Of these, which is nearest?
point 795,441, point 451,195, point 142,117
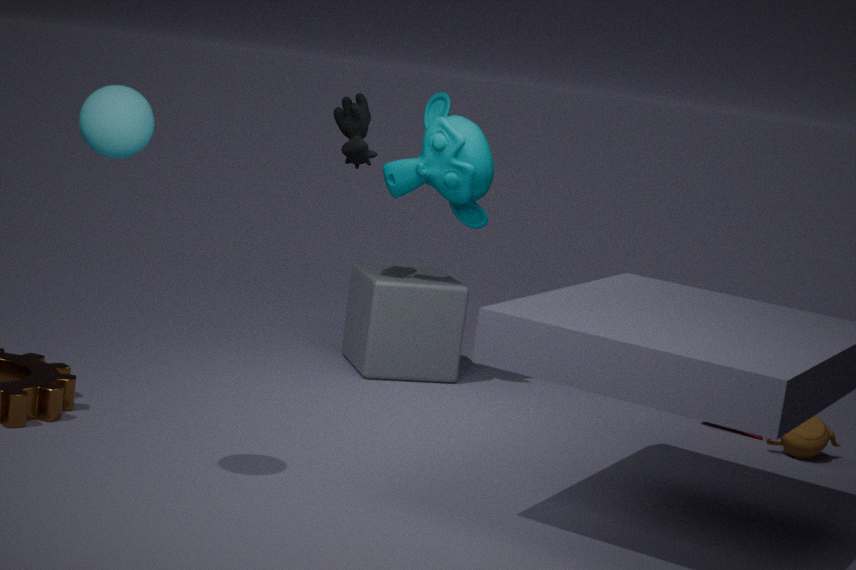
point 142,117
